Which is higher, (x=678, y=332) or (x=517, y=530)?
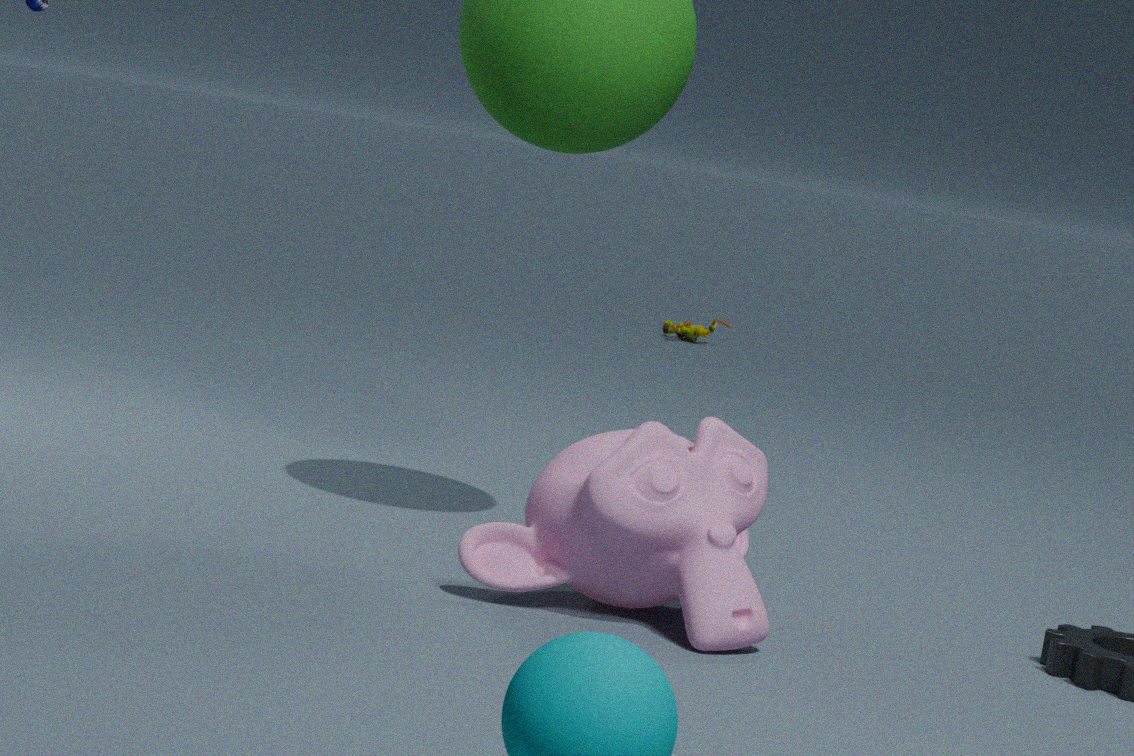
(x=517, y=530)
